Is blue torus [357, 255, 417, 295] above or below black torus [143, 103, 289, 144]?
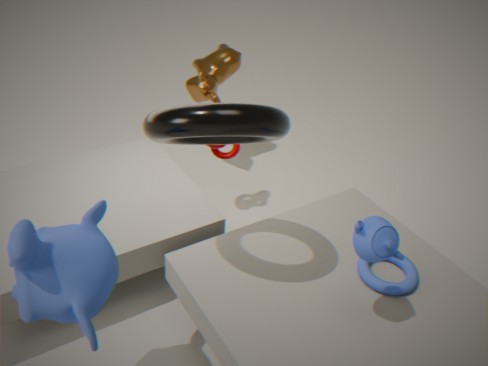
below
